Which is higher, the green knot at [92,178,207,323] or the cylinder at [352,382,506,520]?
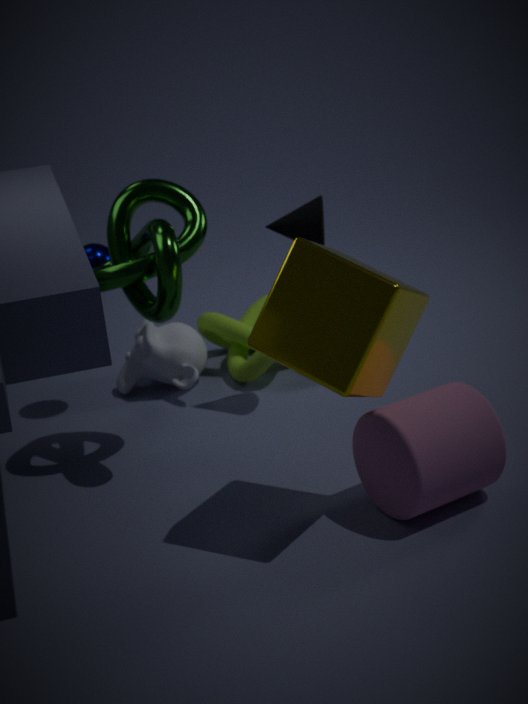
the green knot at [92,178,207,323]
